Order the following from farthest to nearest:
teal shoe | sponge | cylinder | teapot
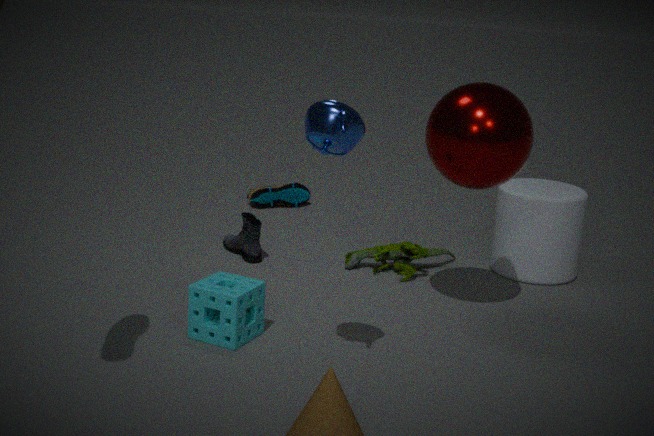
teal shoe, cylinder, sponge, teapot
